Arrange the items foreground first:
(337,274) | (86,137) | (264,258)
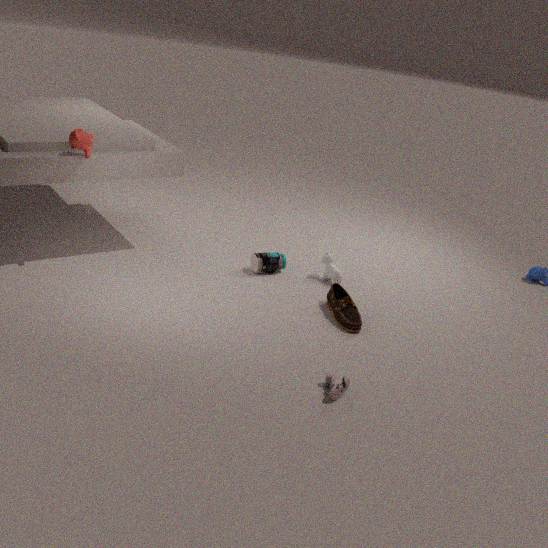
(86,137) → (264,258) → (337,274)
